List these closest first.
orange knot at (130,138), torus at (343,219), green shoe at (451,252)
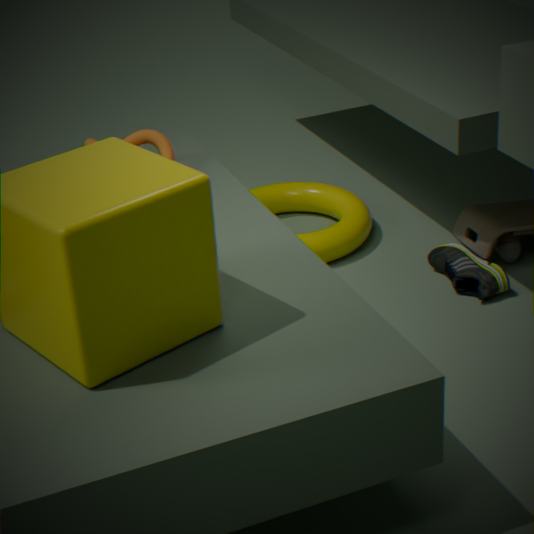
orange knot at (130,138), green shoe at (451,252), torus at (343,219)
